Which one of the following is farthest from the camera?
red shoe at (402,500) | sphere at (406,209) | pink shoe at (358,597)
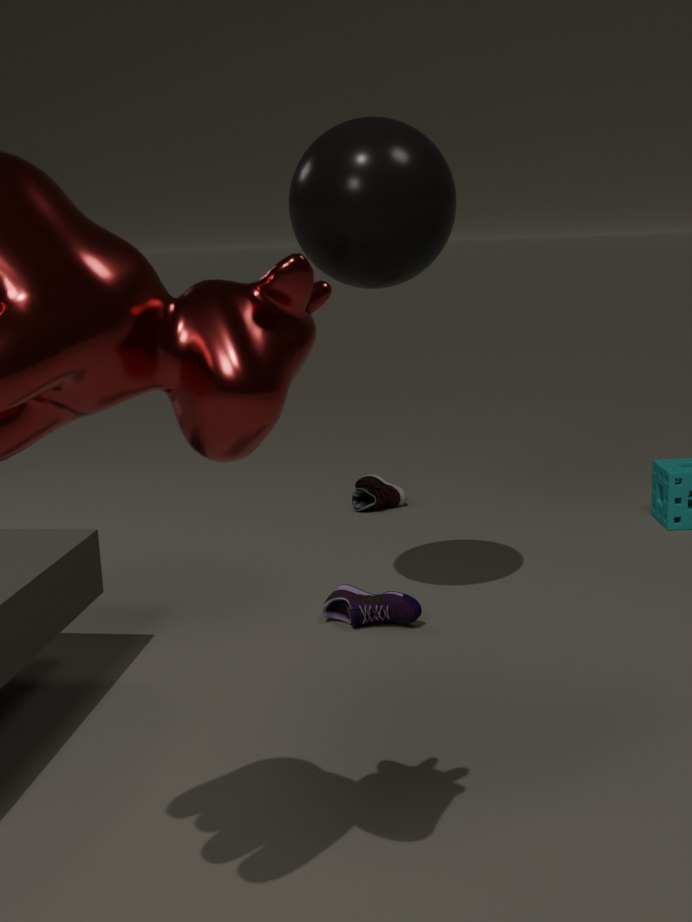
red shoe at (402,500)
